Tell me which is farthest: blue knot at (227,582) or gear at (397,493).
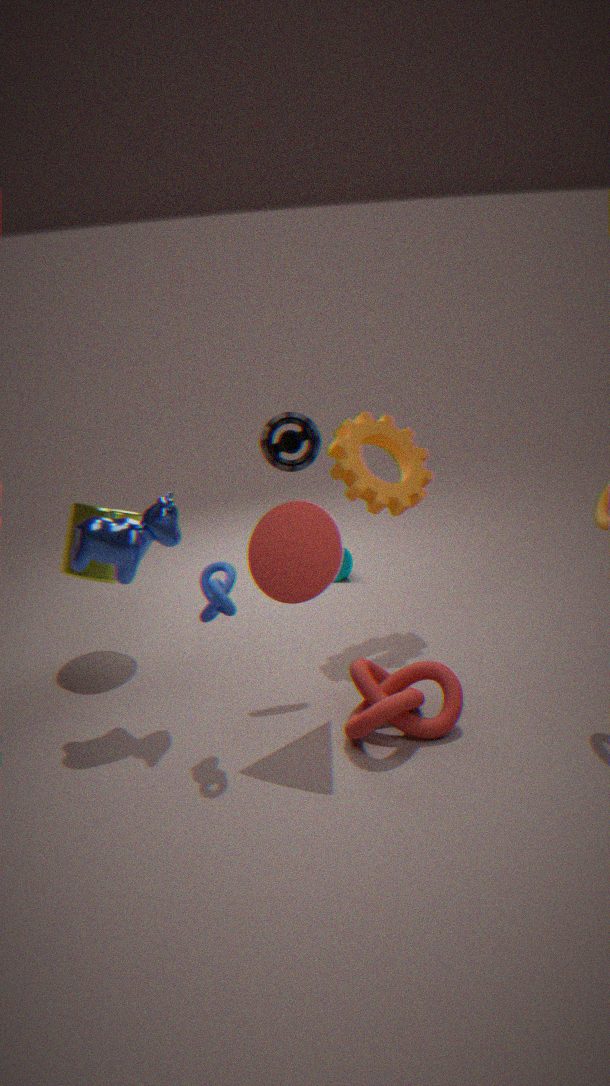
gear at (397,493)
